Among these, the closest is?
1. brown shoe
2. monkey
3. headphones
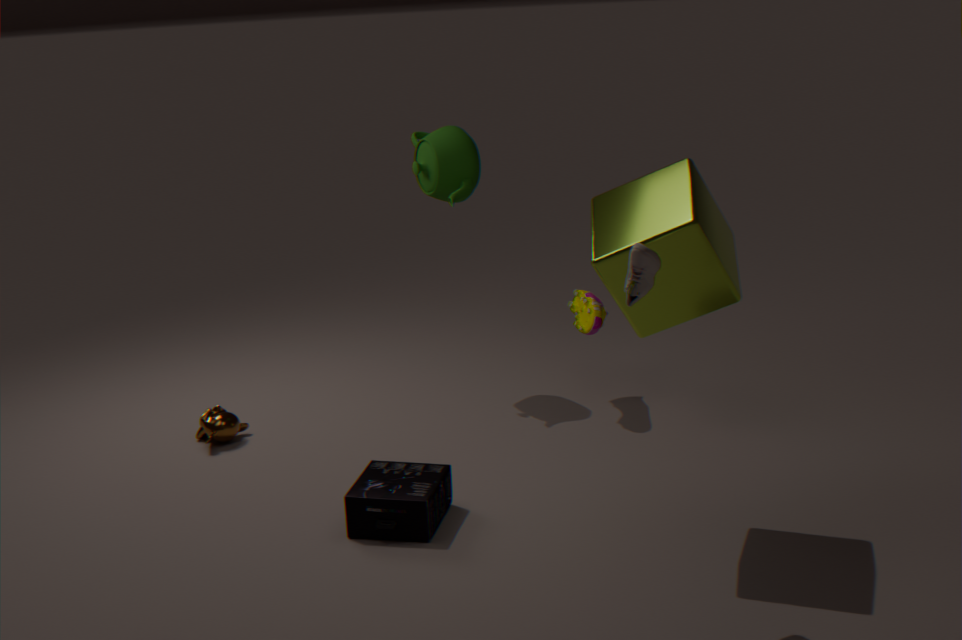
brown shoe
